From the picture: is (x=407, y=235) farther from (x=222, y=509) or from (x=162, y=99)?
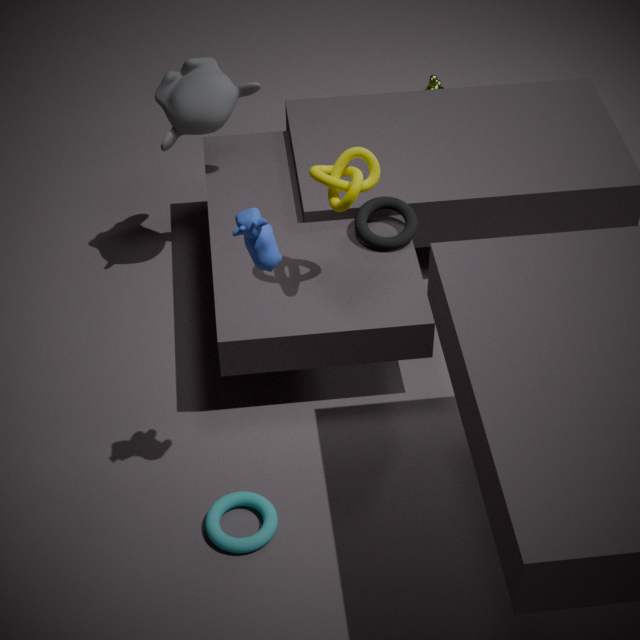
(x=222, y=509)
